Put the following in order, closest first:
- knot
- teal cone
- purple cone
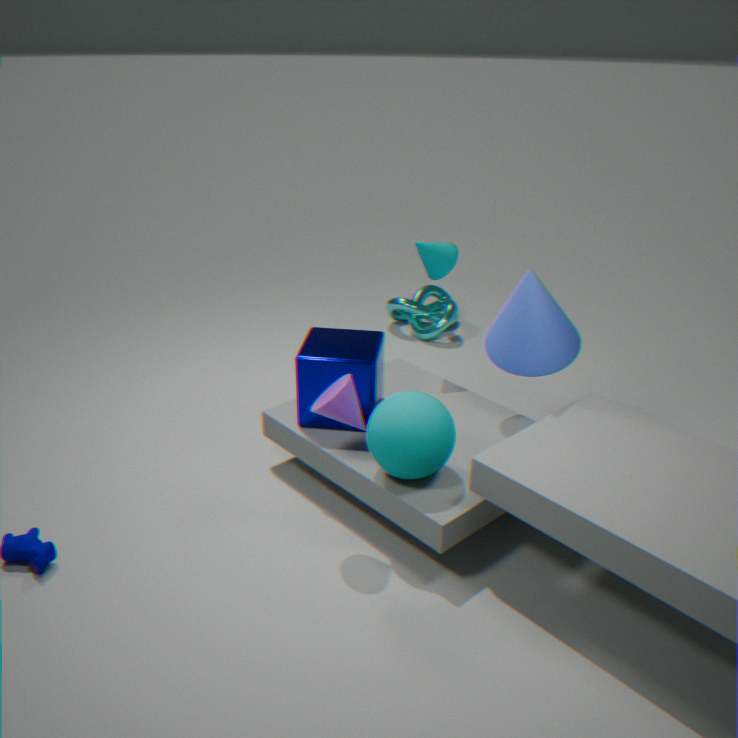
purple cone → teal cone → knot
